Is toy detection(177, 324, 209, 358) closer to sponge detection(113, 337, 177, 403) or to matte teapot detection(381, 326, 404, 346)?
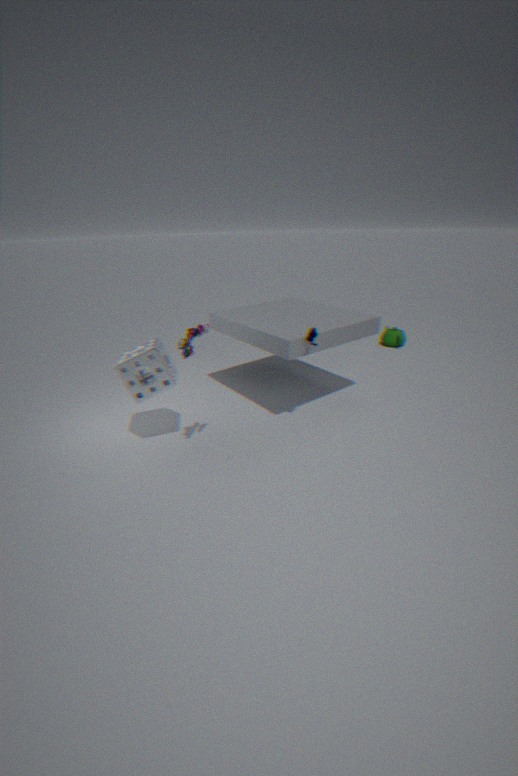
sponge detection(113, 337, 177, 403)
